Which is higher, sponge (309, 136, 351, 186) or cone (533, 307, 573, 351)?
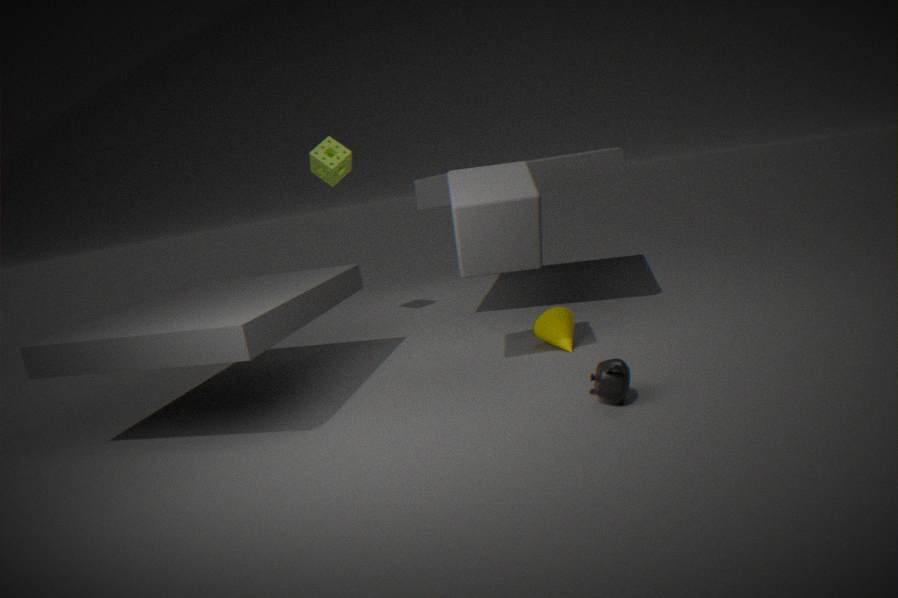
sponge (309, 136, 351, 186)
